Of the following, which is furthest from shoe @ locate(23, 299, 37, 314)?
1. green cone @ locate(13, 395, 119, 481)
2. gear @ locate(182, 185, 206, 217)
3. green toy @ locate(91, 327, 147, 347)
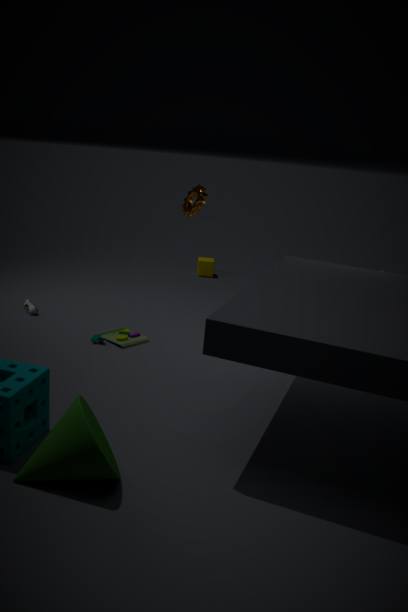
green cone @ locate(13, 395, 119, 481)
